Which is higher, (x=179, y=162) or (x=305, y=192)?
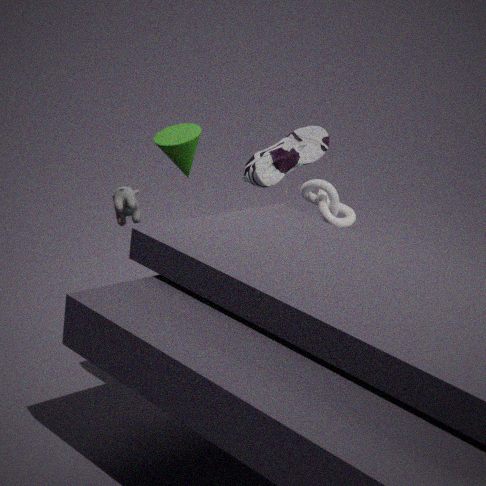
(x=179, y=162)
